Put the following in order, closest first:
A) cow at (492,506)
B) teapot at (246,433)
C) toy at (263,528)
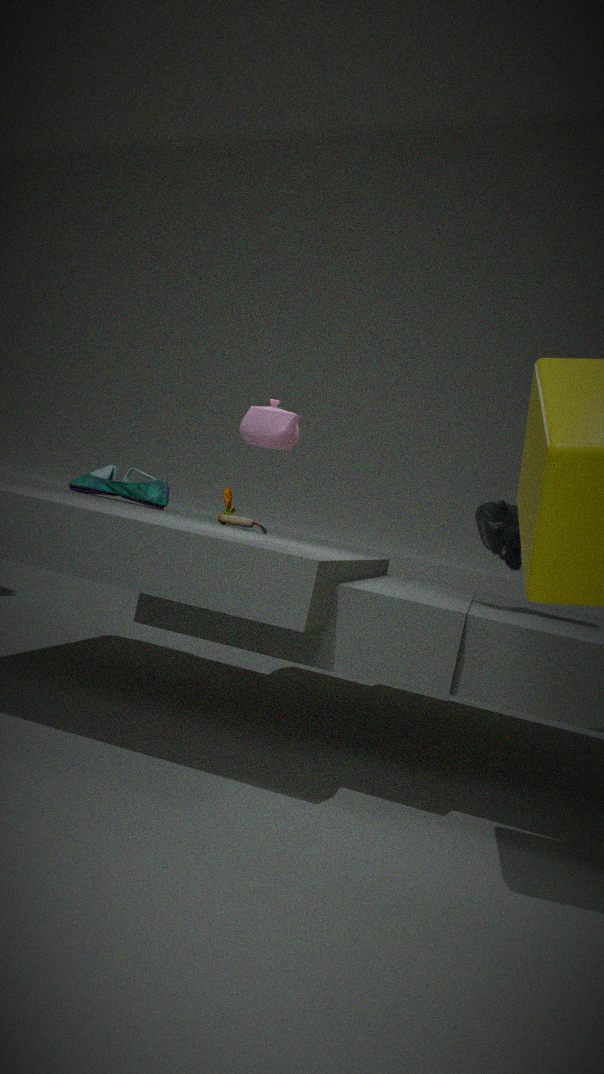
teapot at (246,433)
cow at (492,506)
toy at (263,528)
